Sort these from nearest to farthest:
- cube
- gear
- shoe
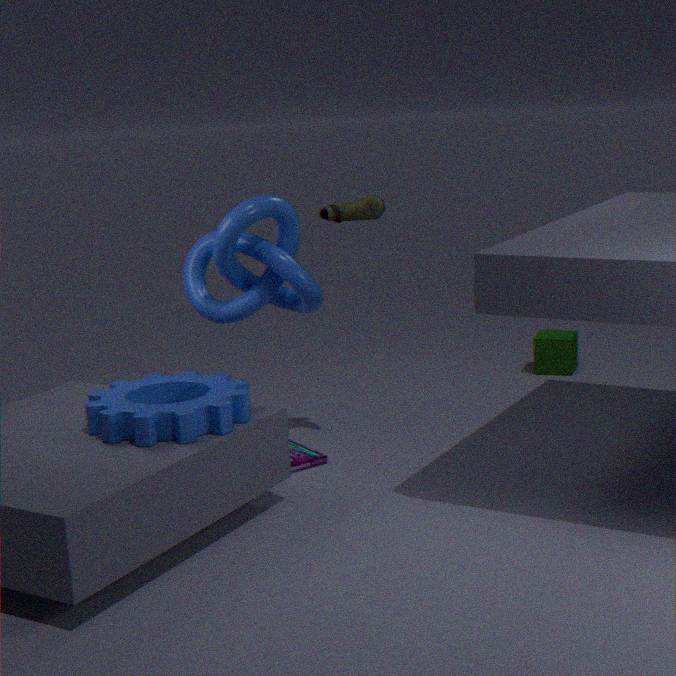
gear → shoe → cube
